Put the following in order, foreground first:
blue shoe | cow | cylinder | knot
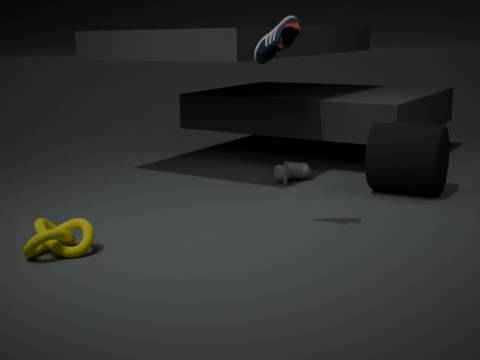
blue shoe
knot
cylinder
cow
